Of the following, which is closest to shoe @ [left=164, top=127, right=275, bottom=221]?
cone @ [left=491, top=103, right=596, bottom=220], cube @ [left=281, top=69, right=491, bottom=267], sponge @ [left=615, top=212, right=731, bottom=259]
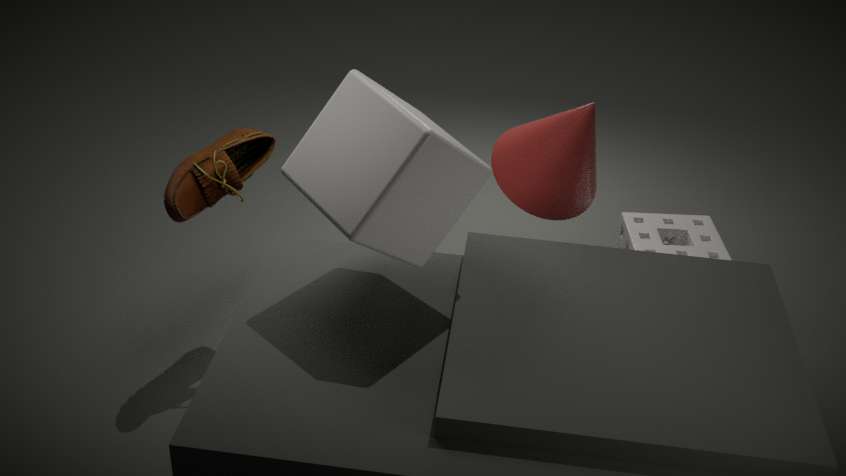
cube @ [left=281, top=69, right=491, bottom=267]
